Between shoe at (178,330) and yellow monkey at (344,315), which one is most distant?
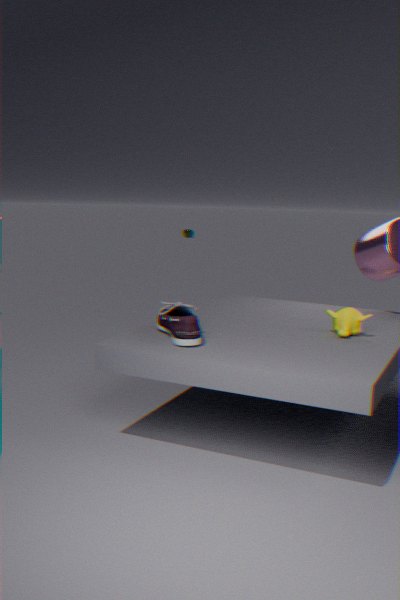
yellow monkey at (344,315)
